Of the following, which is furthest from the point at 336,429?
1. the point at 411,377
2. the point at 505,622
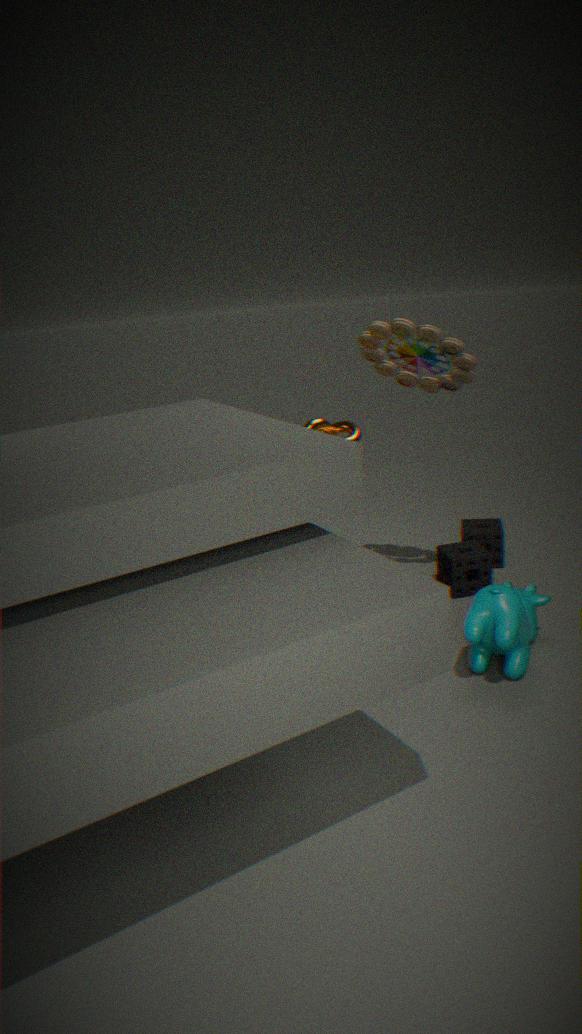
the point at 505,622
